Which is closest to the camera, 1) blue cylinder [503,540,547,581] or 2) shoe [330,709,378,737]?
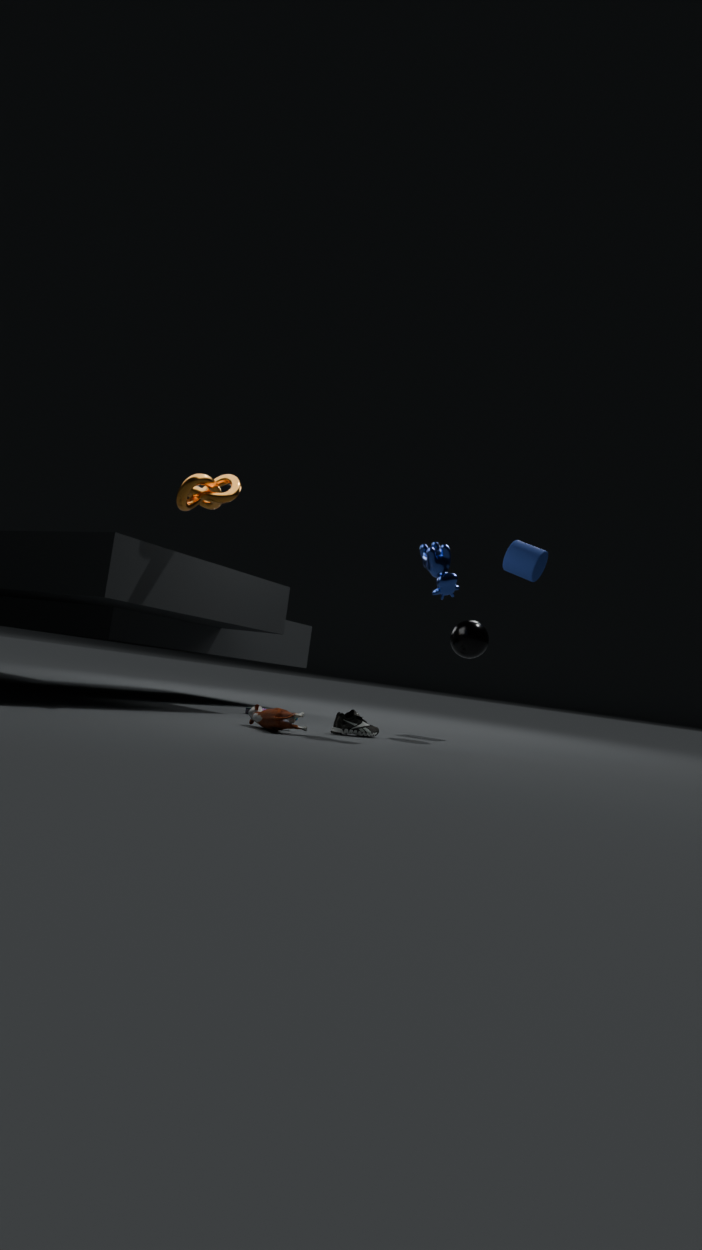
2. shoe [330,709,378,737]
